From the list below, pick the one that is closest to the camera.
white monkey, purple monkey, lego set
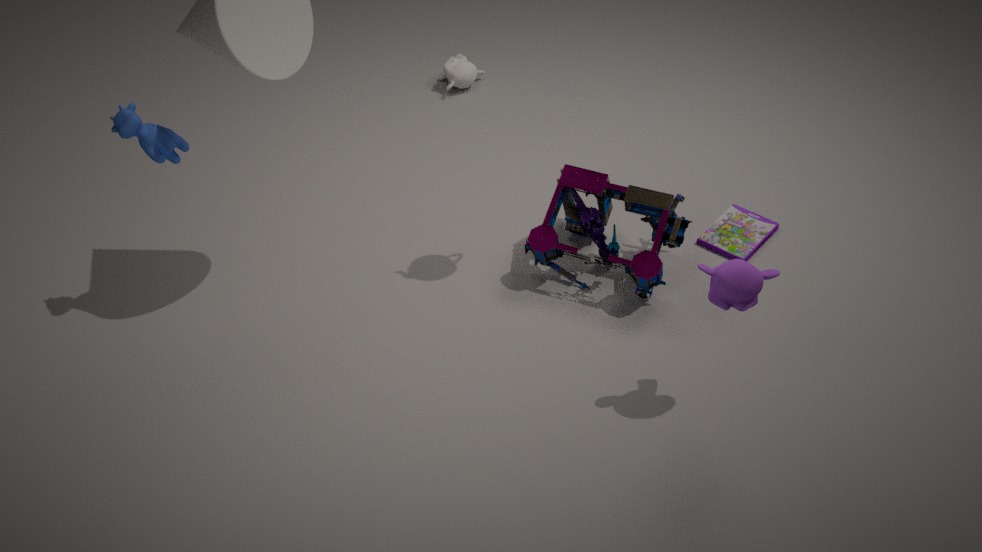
purple monkey
